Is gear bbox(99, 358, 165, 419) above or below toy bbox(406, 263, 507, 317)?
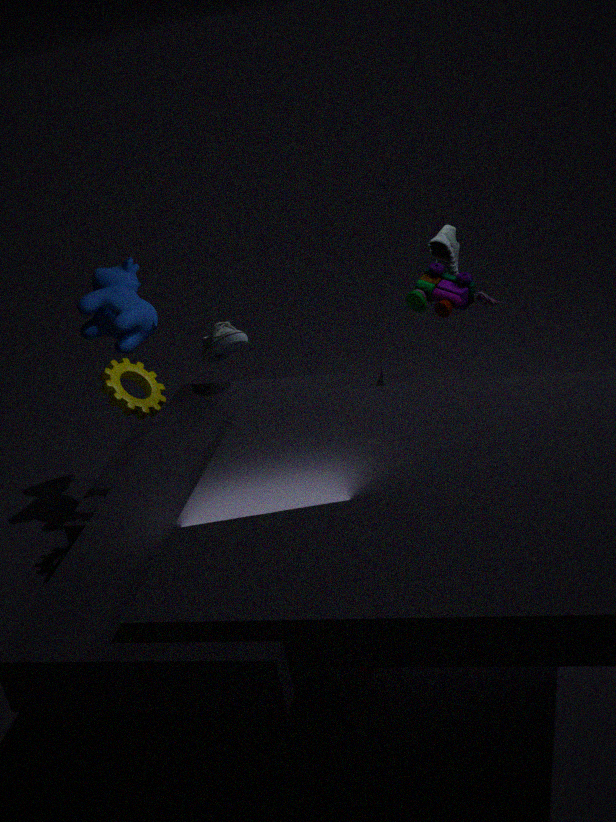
below
